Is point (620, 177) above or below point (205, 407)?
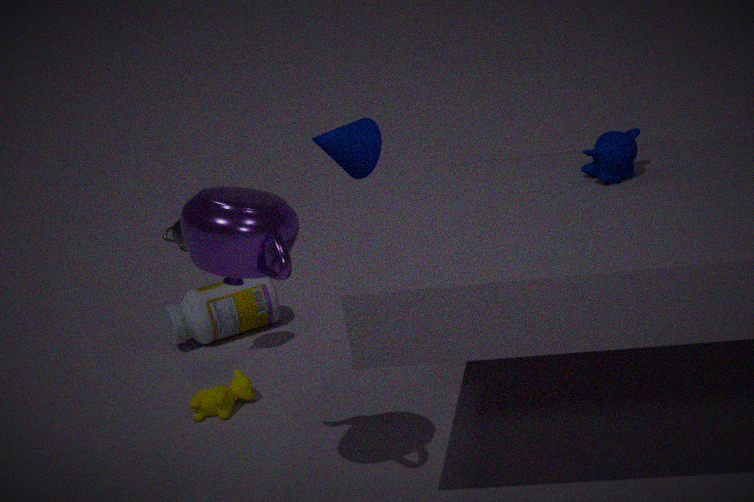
above
